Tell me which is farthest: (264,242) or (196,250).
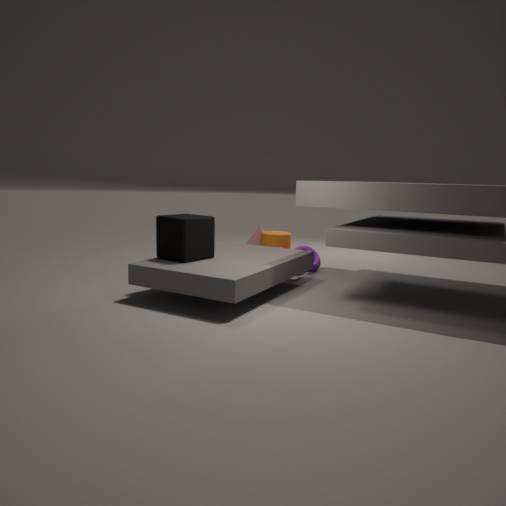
(264,242)
